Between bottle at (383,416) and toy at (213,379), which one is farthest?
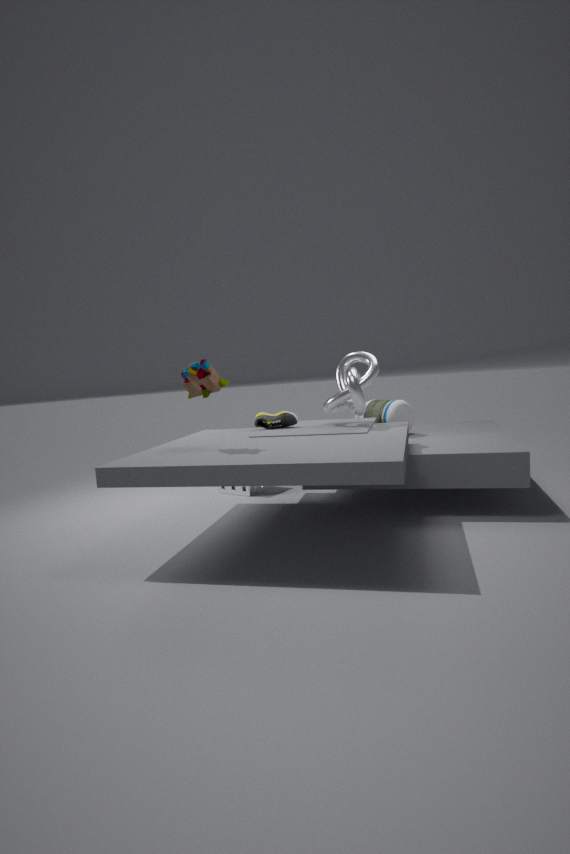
bottle at (383,416)
